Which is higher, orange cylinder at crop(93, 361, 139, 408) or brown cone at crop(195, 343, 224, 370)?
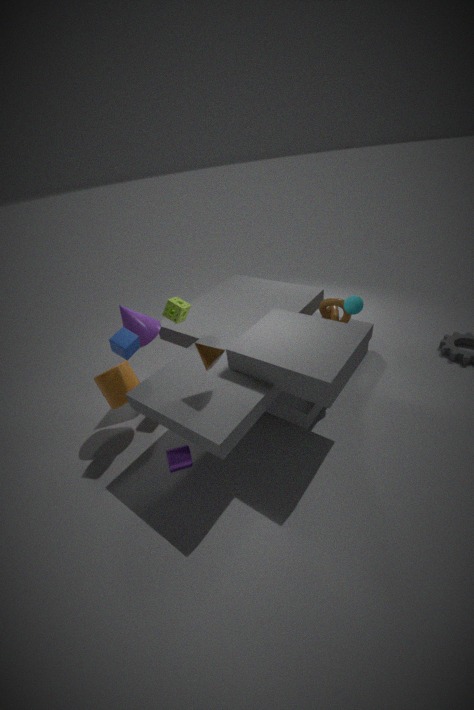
brown cone at crop(195, 343, 224, 370)
